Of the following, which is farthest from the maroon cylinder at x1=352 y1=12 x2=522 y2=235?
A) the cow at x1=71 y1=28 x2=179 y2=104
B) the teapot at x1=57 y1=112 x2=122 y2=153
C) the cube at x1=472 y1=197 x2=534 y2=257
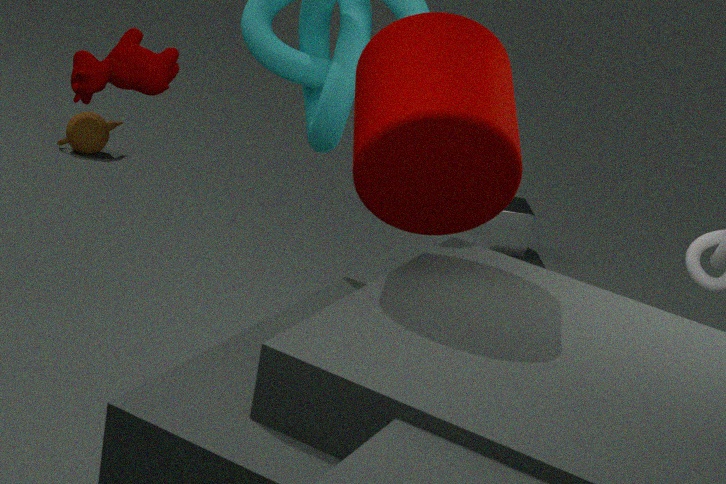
the teapot at x1=57 y1=112 x2=122 y2=153
